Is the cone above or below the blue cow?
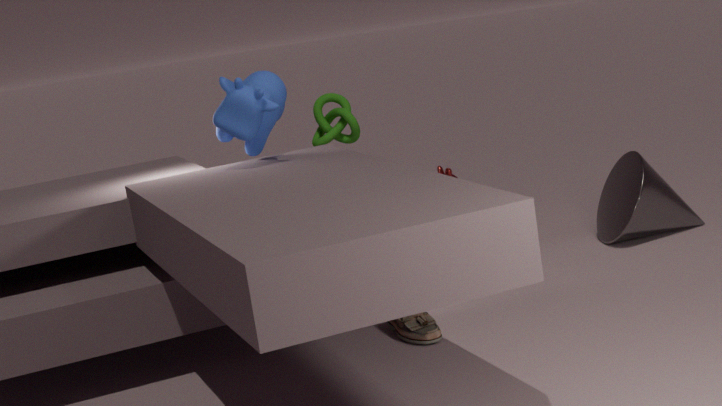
below
